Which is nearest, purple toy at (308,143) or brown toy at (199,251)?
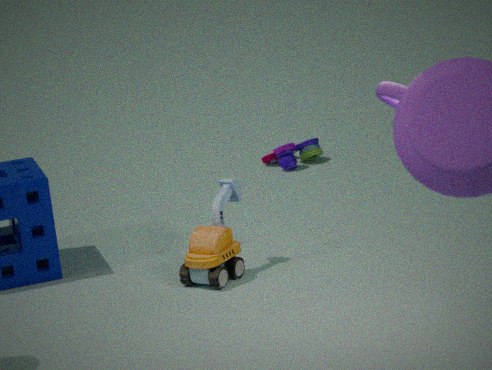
brown toy at (199,251)
